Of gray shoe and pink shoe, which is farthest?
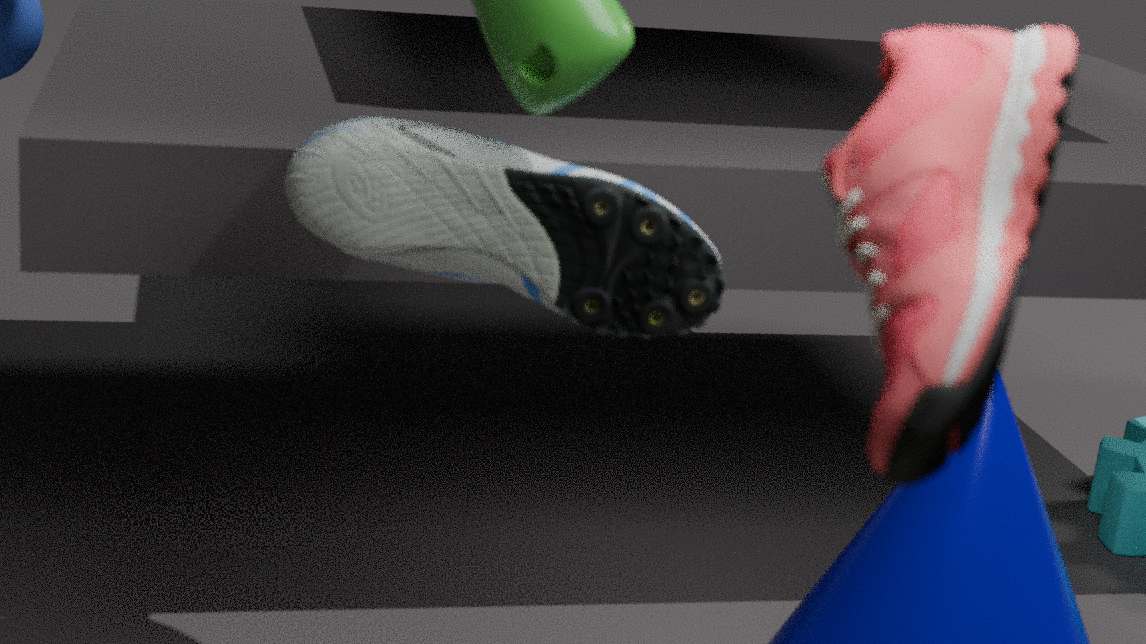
gray shoe
